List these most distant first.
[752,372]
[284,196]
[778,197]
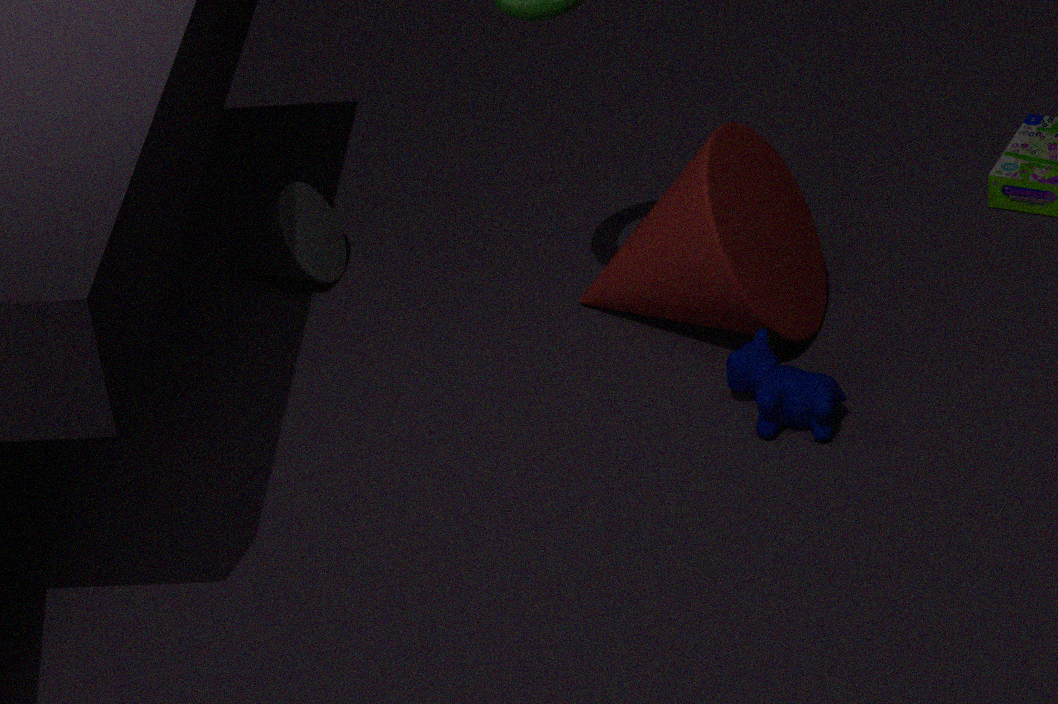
1. [284,196]
2. [778,197]
3. [752,372]
